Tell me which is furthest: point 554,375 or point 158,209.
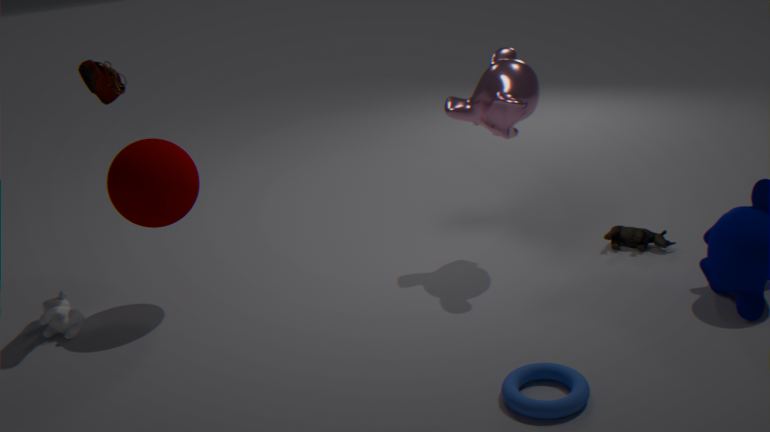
point 158,209
